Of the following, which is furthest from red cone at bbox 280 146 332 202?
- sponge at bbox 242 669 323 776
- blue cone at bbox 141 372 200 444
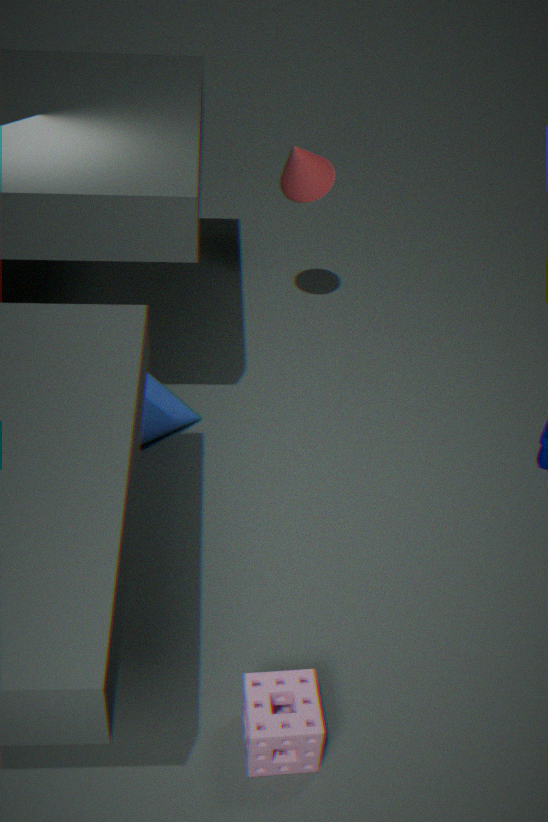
sponge at bbox 242 669 323 776
